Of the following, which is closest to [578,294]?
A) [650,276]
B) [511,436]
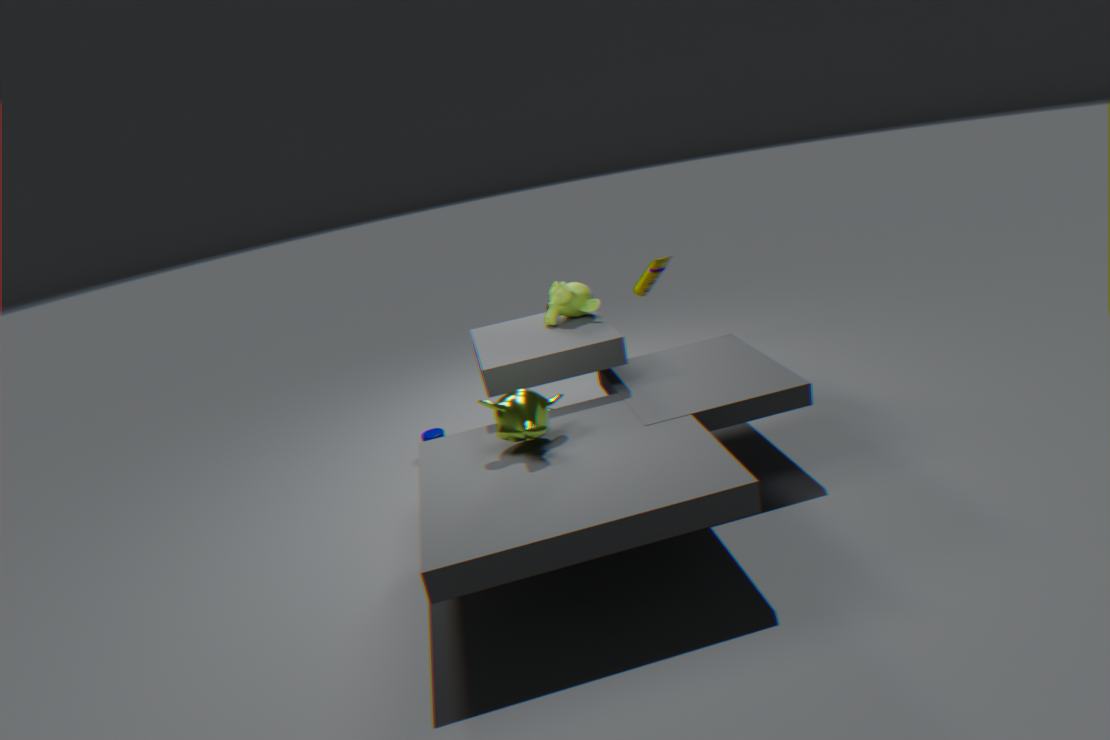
[650,276]
